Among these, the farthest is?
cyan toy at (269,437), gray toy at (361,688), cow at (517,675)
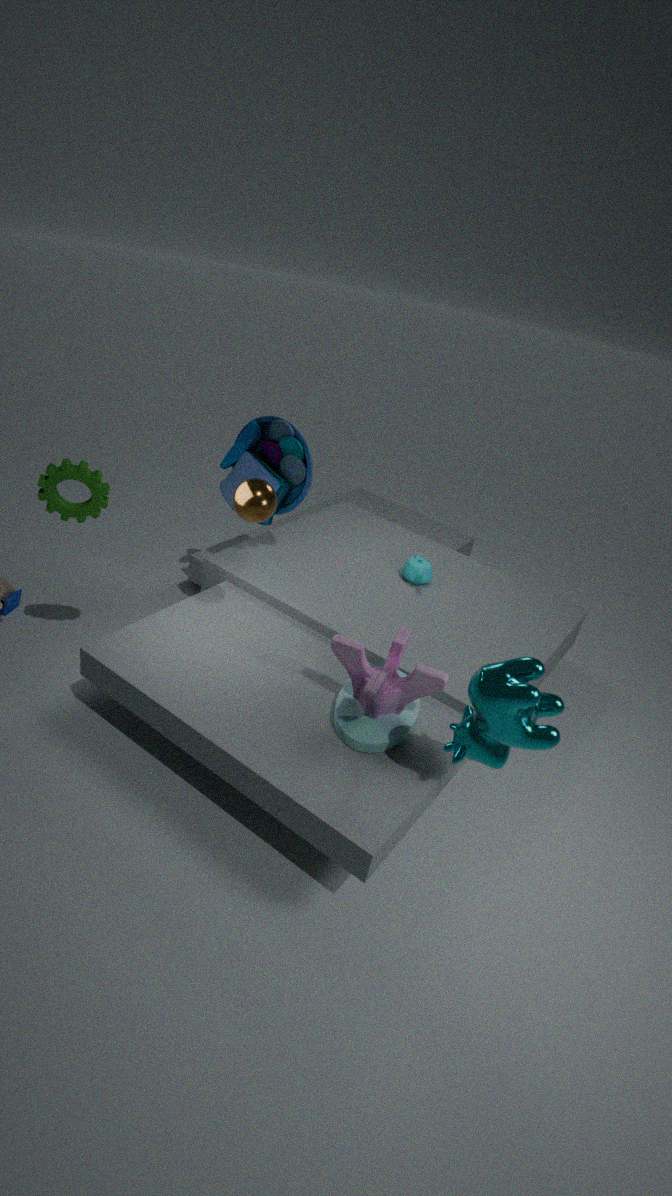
cyan toy at (269,437)
